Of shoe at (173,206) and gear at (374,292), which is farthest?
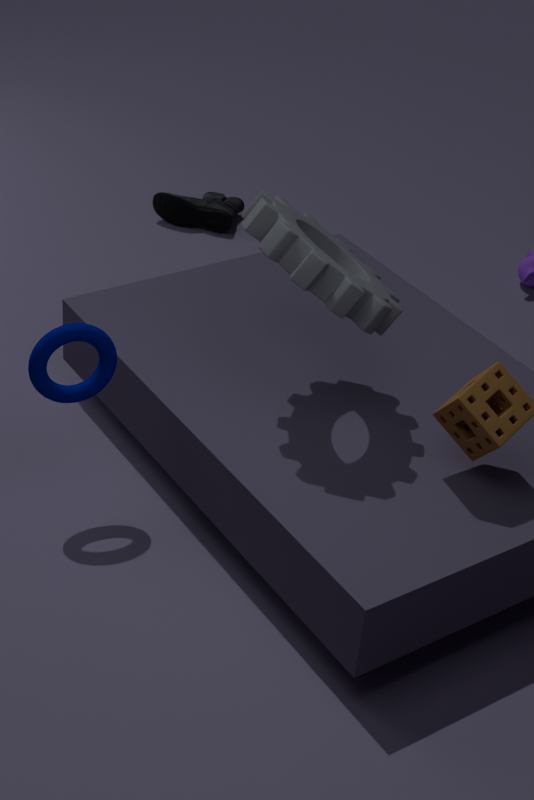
shoe at (173,206)
